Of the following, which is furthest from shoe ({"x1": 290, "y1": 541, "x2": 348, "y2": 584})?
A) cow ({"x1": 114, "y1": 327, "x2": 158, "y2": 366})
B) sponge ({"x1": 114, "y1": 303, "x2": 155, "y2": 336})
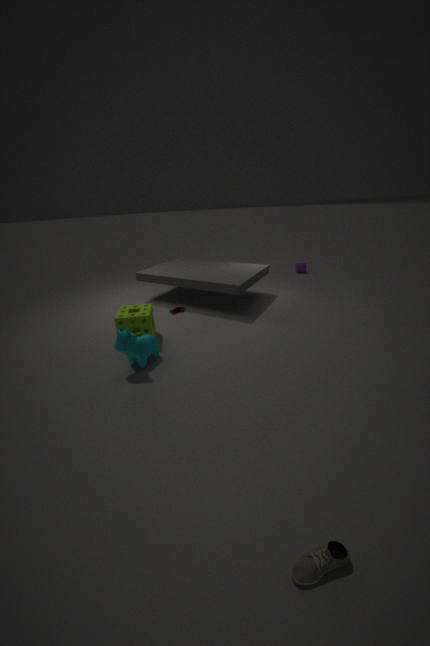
sponge ({"x1": 114, "y1": 303, "x2": 155, "y2": 336})
